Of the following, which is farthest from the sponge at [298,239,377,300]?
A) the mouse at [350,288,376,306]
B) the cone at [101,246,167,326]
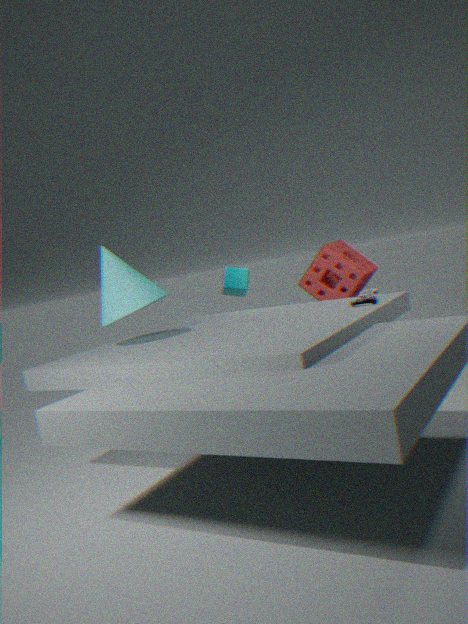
the cone at [101,246,167,326]
